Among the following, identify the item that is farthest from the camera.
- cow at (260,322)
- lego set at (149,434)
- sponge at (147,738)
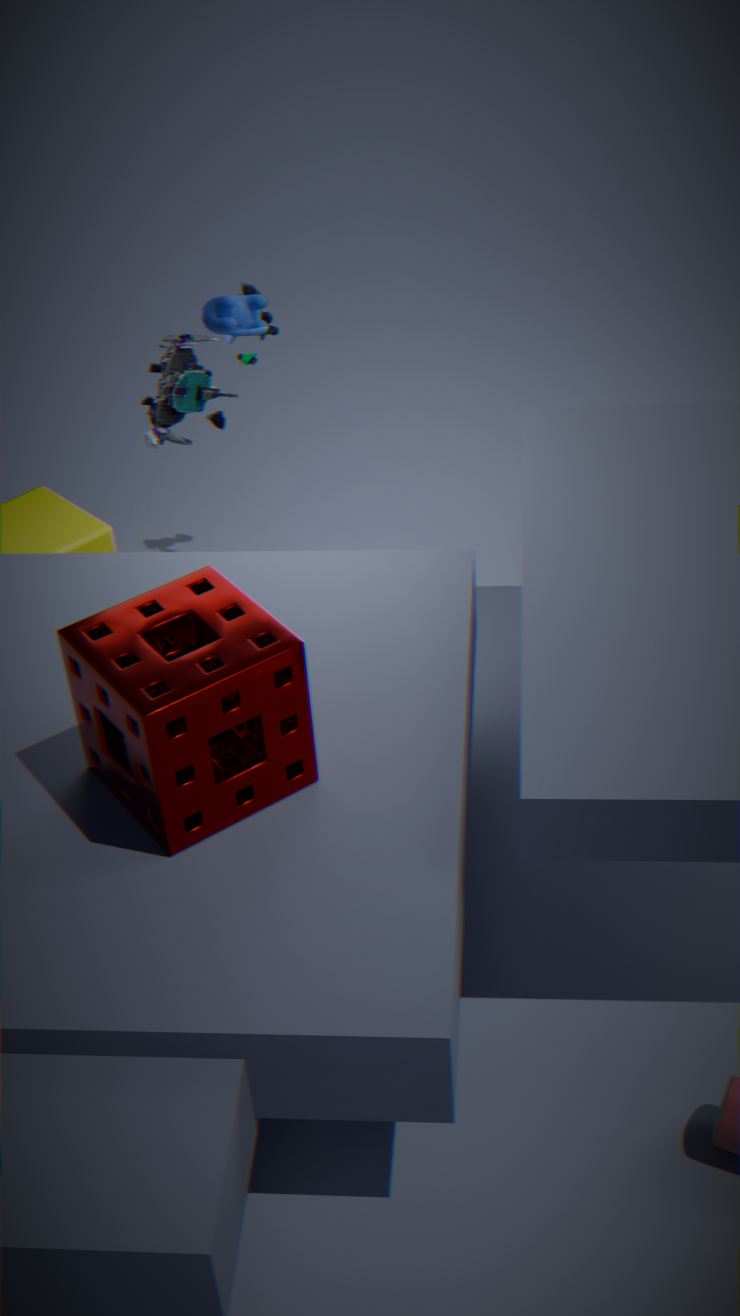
lego set at (149,434)
